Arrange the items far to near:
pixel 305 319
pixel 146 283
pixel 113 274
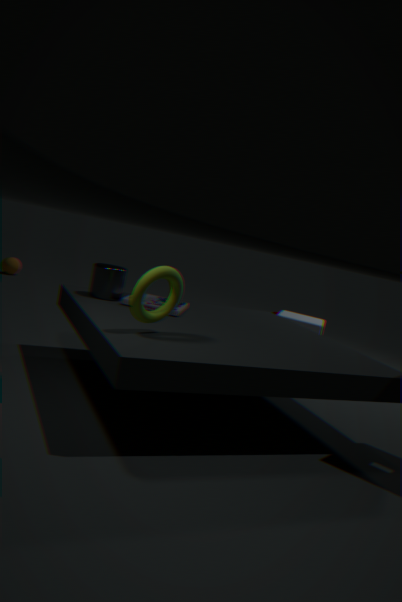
pixel 305 319 → pixel 113 274 → pixel 146 283
